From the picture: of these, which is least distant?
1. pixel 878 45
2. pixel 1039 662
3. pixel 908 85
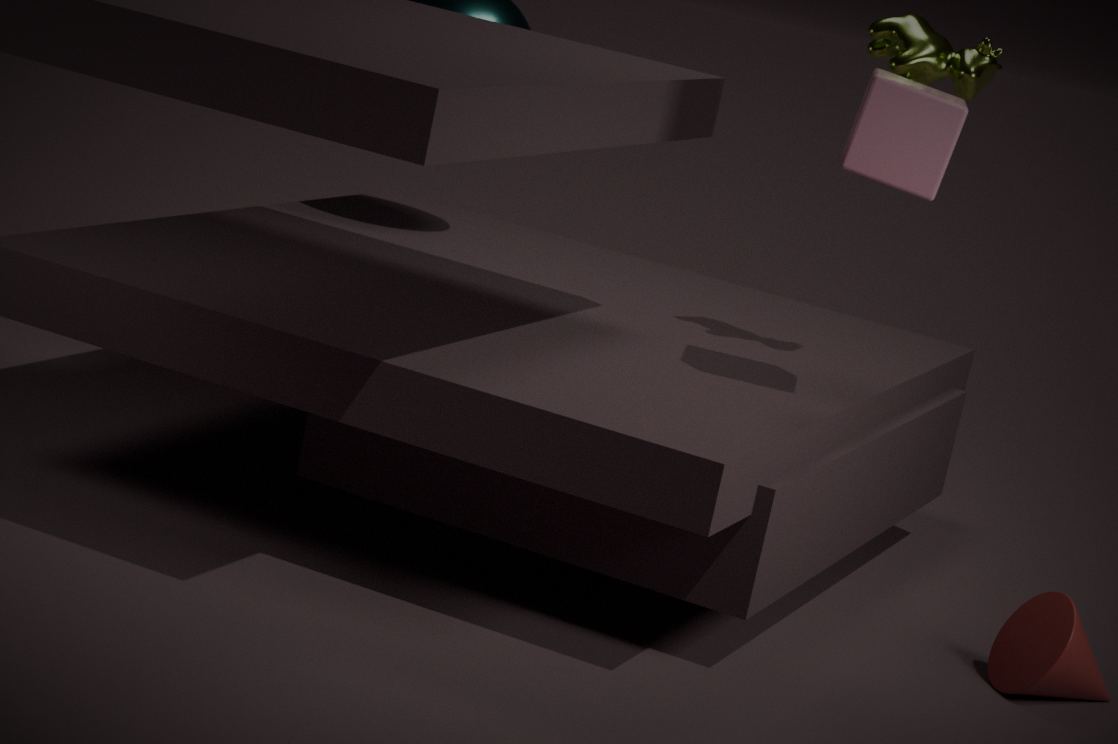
pixel 908 85
